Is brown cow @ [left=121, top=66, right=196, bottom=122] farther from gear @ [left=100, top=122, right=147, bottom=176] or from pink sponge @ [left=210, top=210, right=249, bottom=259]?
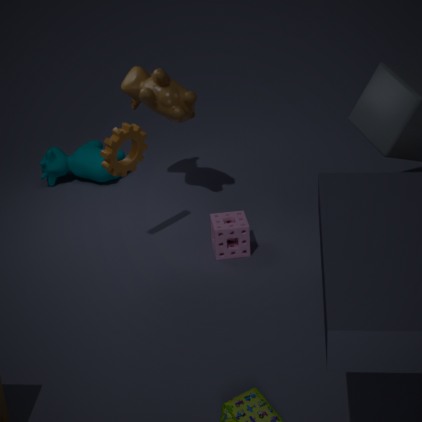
pink sponge @ [left=210, top=210, right=249, bottom=259]
